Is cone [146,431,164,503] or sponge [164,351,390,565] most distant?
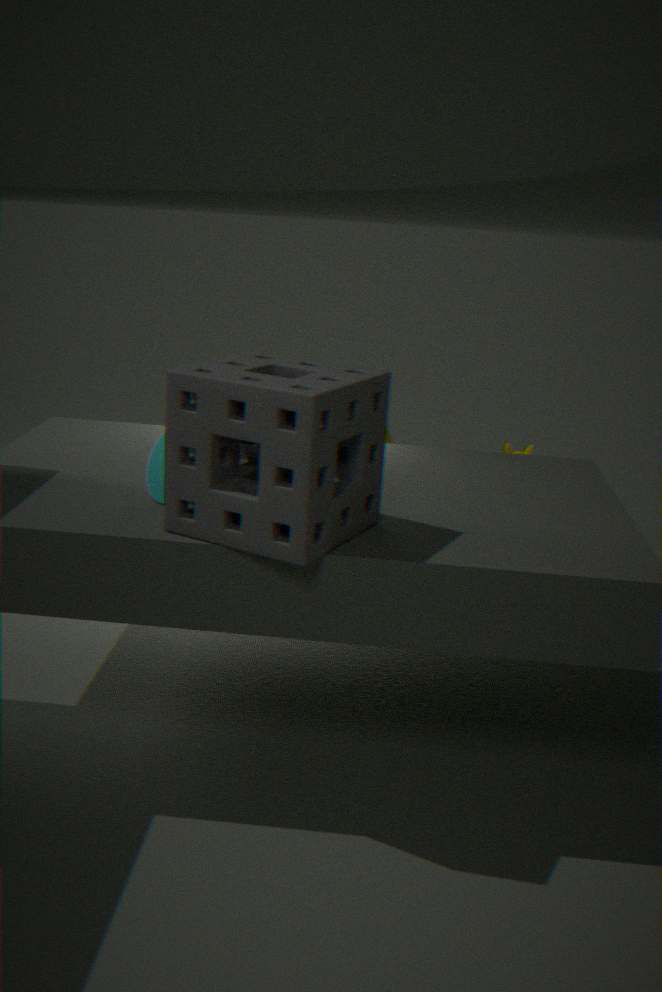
cone [146,431,164,503]
